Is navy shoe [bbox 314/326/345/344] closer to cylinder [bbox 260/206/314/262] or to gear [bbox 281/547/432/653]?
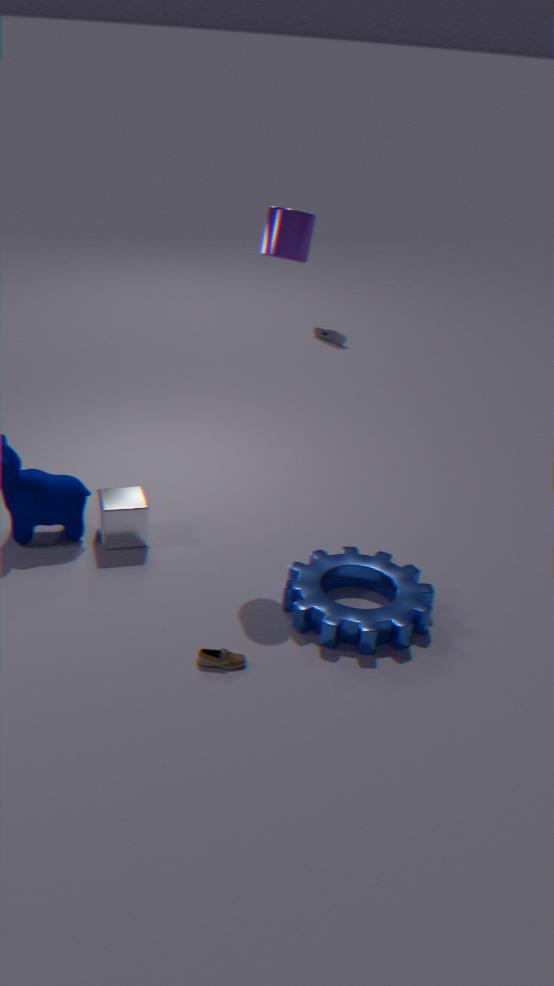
cylinder [bbox 260/206/314/262]
